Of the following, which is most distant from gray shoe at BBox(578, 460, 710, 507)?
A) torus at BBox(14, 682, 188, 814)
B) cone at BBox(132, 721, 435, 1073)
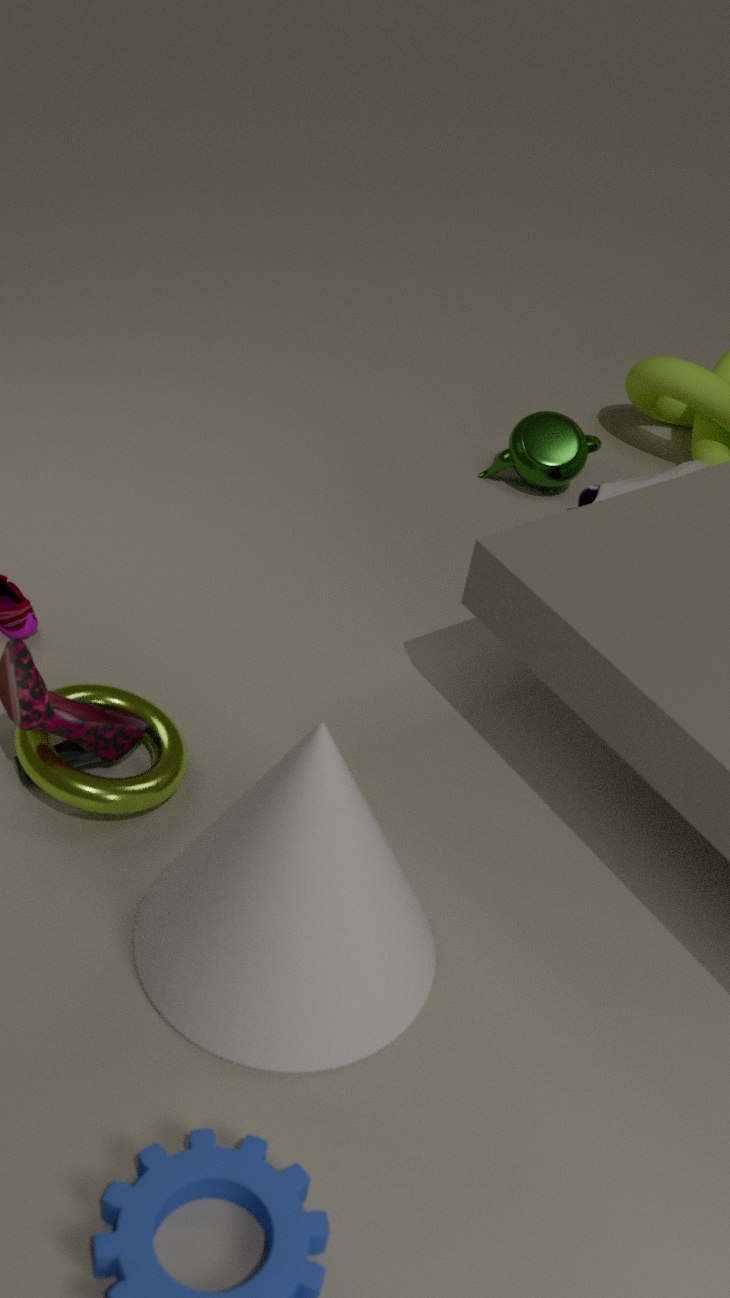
torus at BBox(14, 682, 188, 814)
